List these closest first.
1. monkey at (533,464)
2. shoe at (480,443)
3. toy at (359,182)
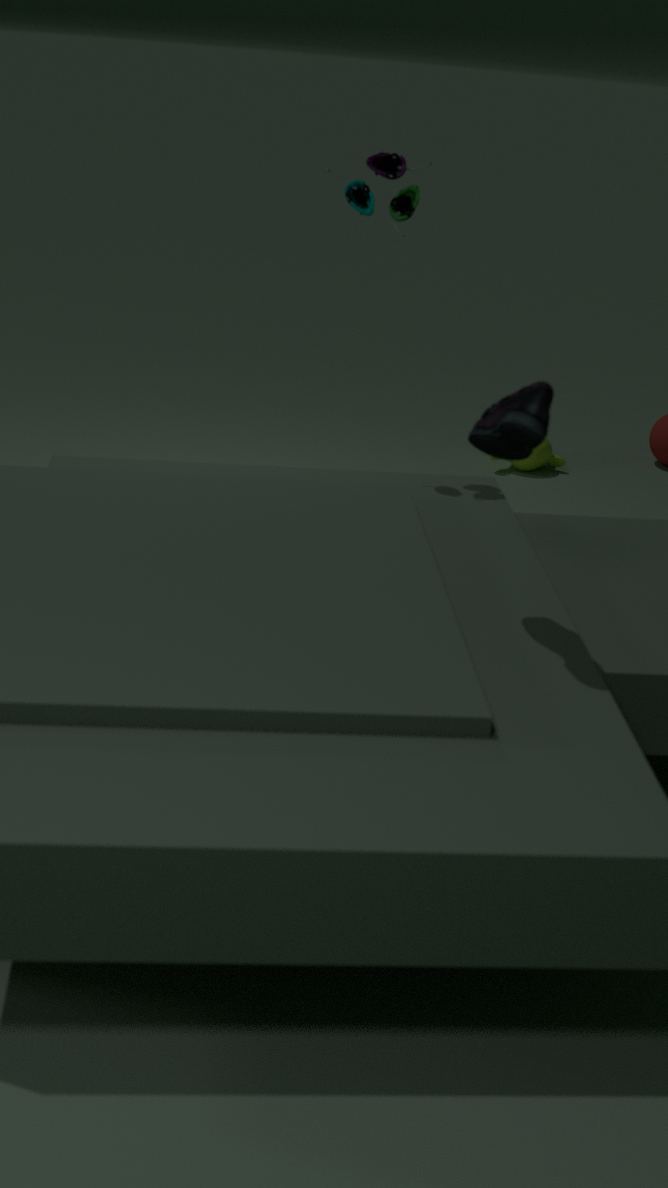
shoe at (480,443), toy at (359,182), monkey at (533,464)
